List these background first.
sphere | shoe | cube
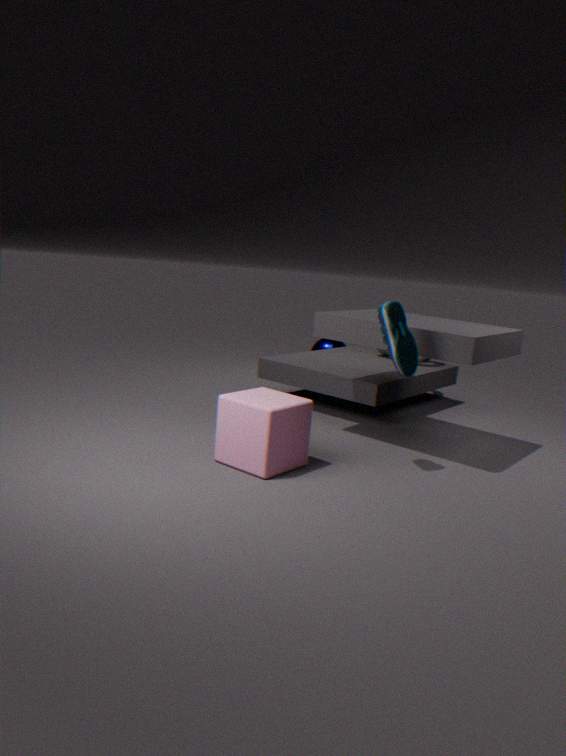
sphere → shoe → cube
